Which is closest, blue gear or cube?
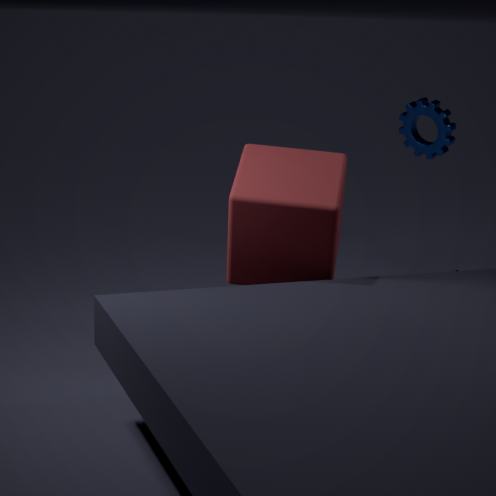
cube
